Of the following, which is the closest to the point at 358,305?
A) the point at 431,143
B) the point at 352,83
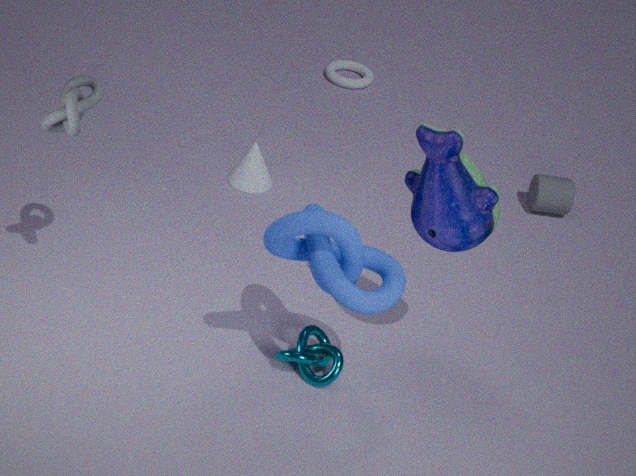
the point at 431,143
